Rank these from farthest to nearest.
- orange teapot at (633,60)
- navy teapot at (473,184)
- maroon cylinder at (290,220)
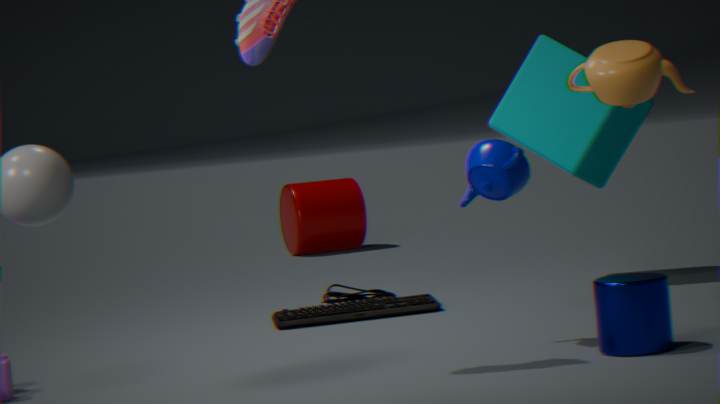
maroon cylinder at (290,220) < navy teapot at (473,184) < orange teapot at (633,60)
